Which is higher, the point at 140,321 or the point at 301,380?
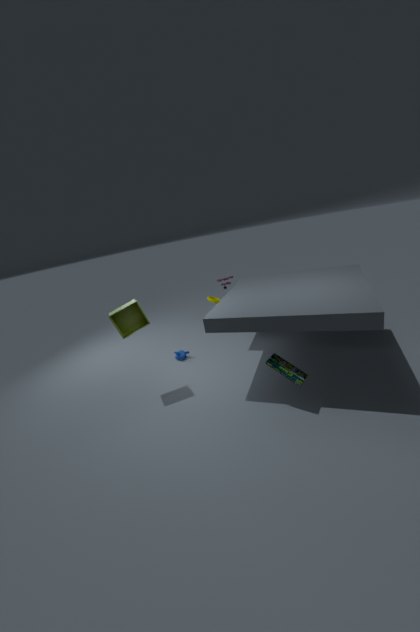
the point at 140,321
